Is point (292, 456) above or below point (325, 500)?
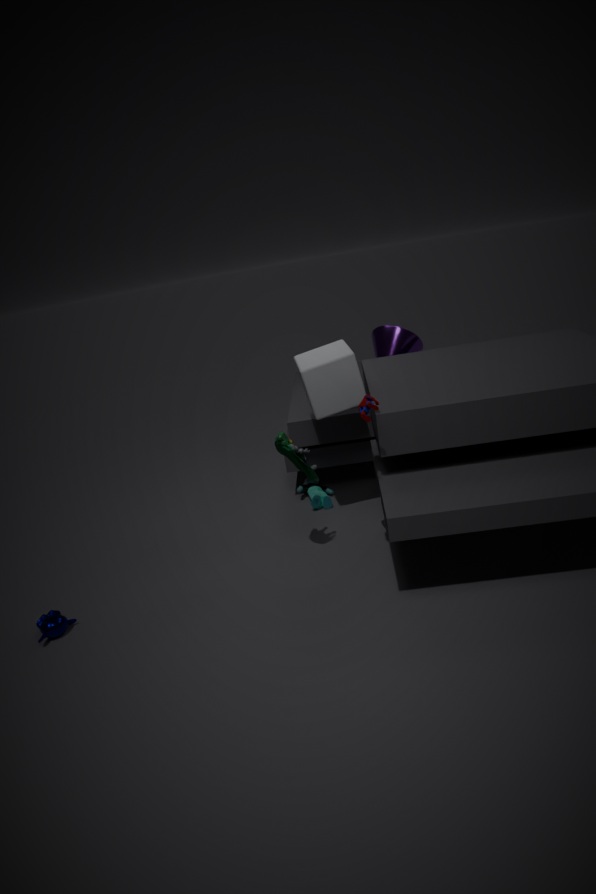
above
